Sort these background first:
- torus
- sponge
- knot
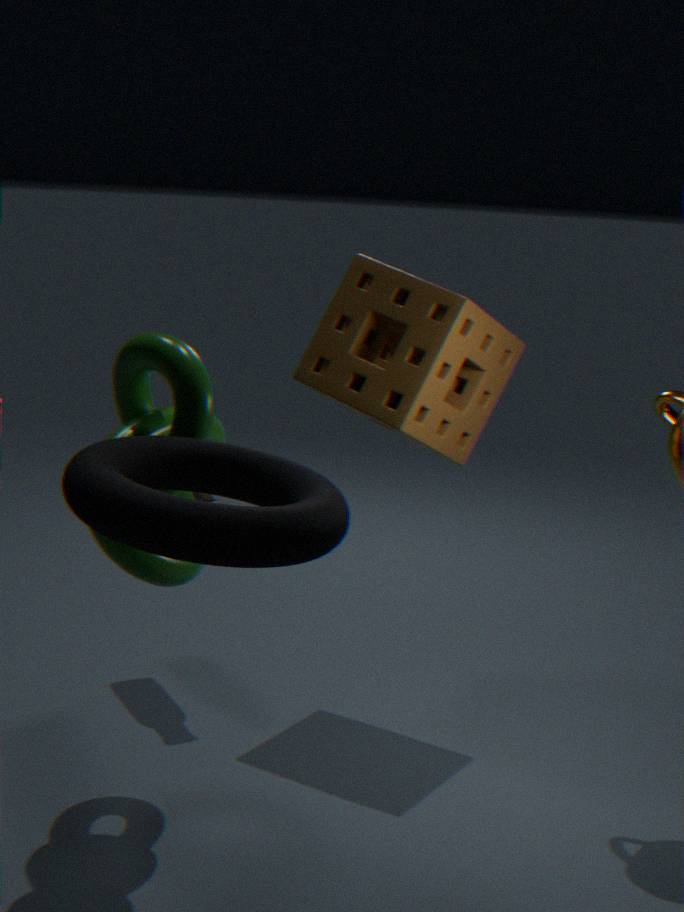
sponge → knot → torus
